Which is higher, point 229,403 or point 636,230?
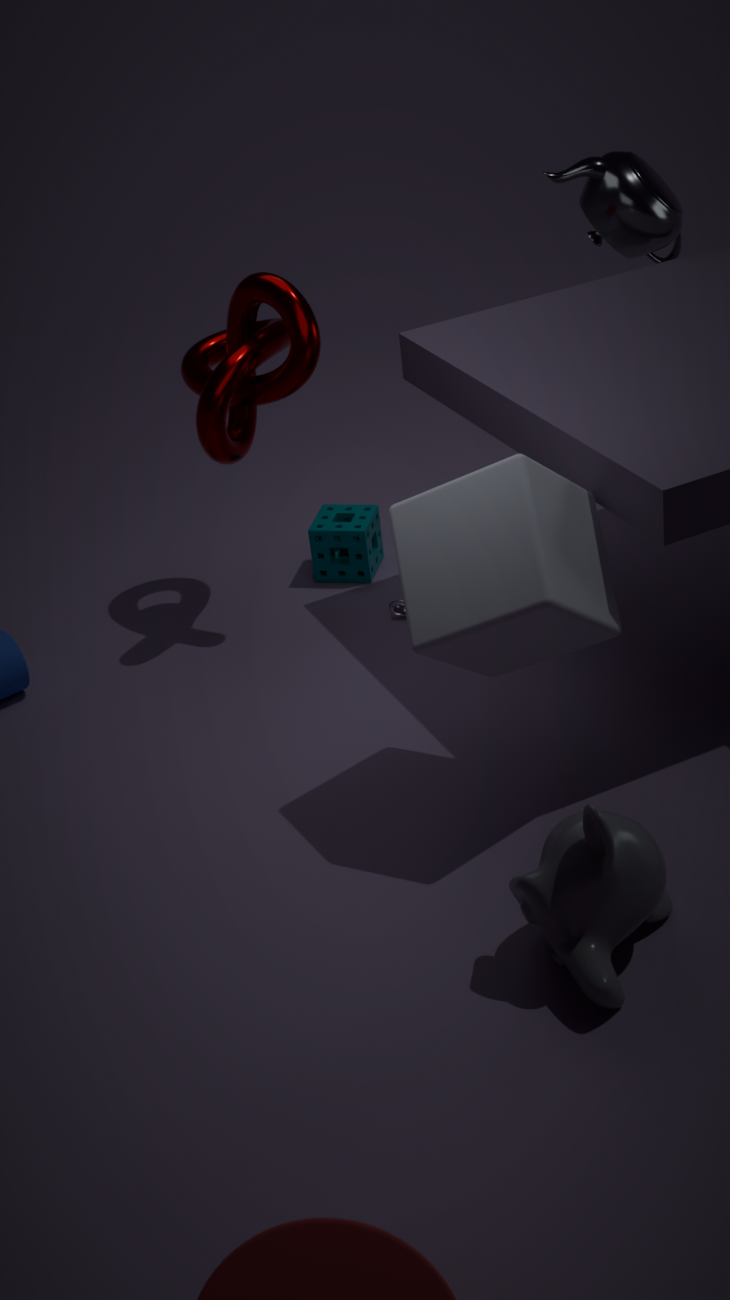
point 636,230
